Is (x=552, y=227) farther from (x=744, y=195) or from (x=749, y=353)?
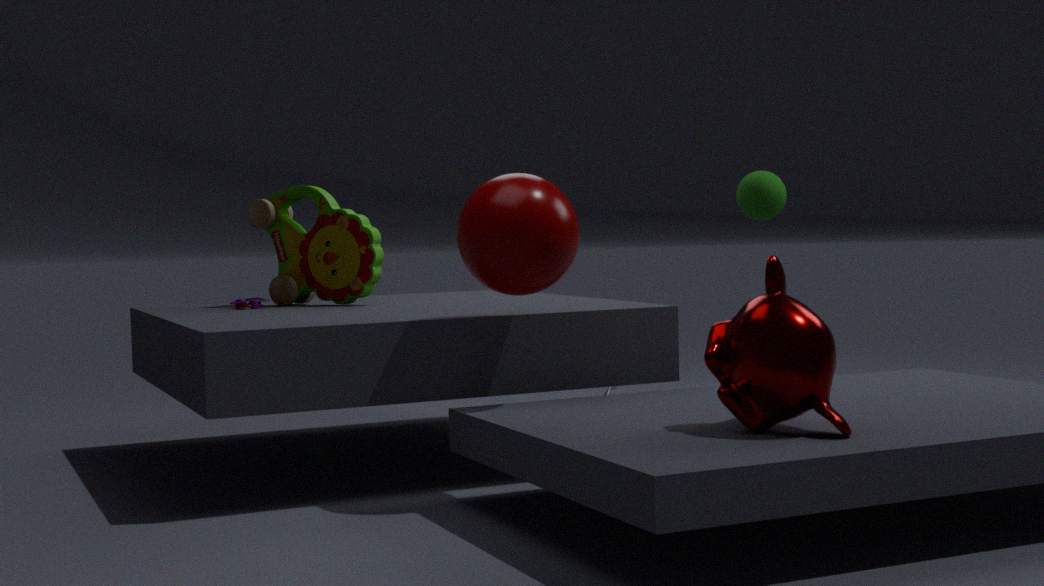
(x=744, y=195)
